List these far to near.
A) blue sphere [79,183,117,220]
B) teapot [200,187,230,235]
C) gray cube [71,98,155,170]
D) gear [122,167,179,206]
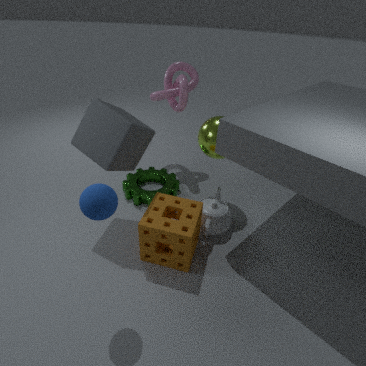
gear [122,167,179,206], teapot [200,187,230,235], gray cube [71,98,155,170], blue sphere [79,183,117,220]
